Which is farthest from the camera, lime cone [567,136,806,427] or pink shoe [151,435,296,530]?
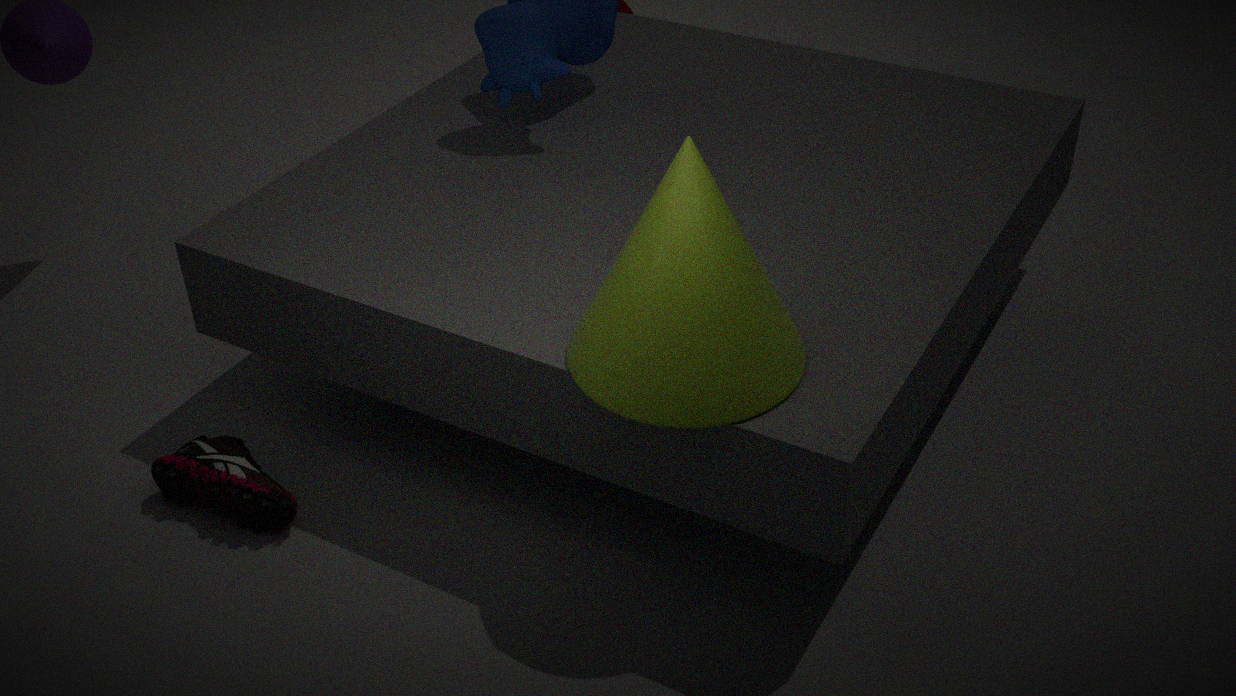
pink shoe [151,435,296,530]
